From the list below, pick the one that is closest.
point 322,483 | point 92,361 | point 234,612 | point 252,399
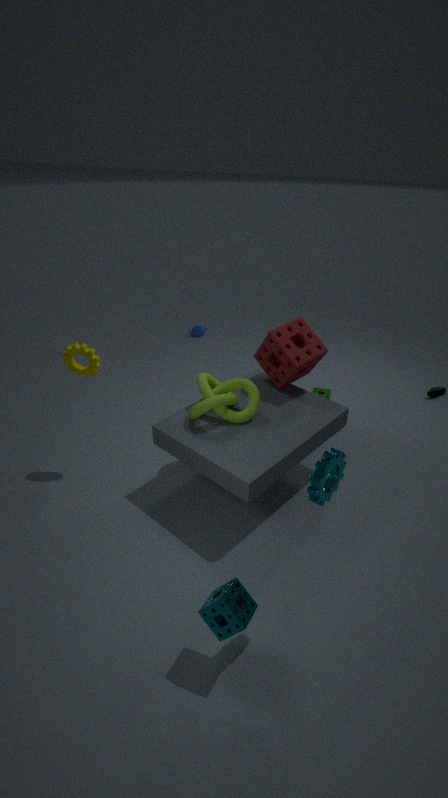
point 322,483
